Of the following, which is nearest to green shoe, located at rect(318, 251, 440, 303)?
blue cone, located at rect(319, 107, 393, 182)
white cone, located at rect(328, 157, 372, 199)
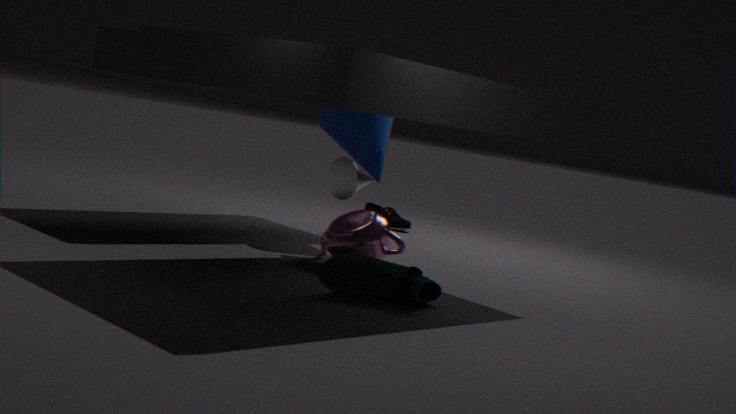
white cone, located at rect(328, 157, 372, 199)
